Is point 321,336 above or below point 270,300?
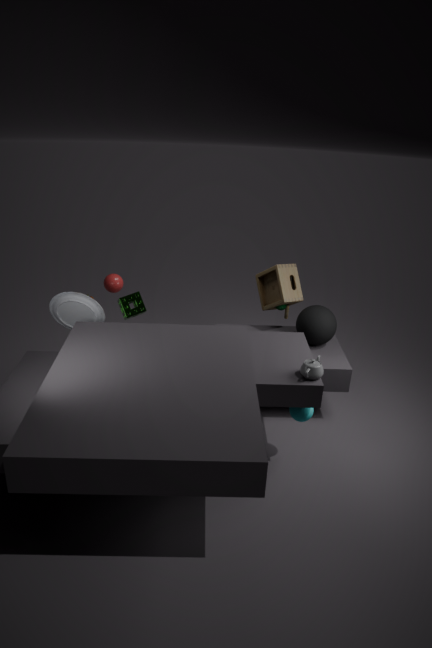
below
